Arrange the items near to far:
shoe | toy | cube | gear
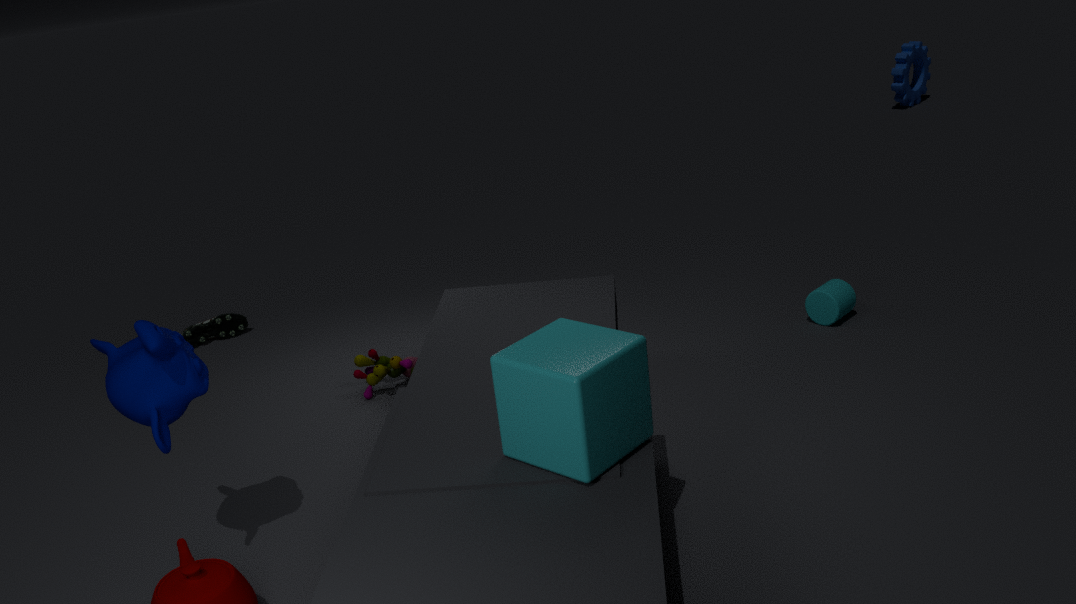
cube, toy, shoe, gear
